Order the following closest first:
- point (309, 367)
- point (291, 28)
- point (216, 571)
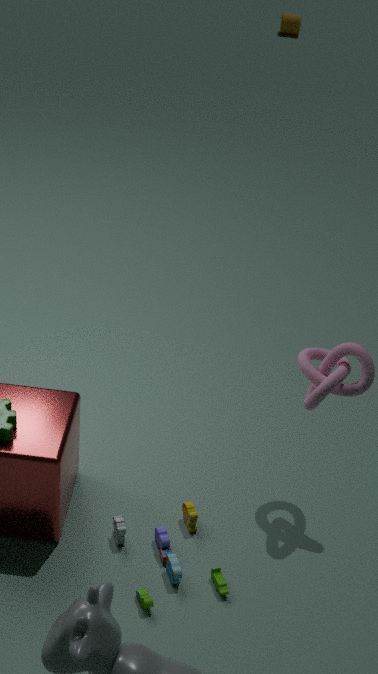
1. point (216, 571)
2. point (309, 367)
3. point (291, 28)
